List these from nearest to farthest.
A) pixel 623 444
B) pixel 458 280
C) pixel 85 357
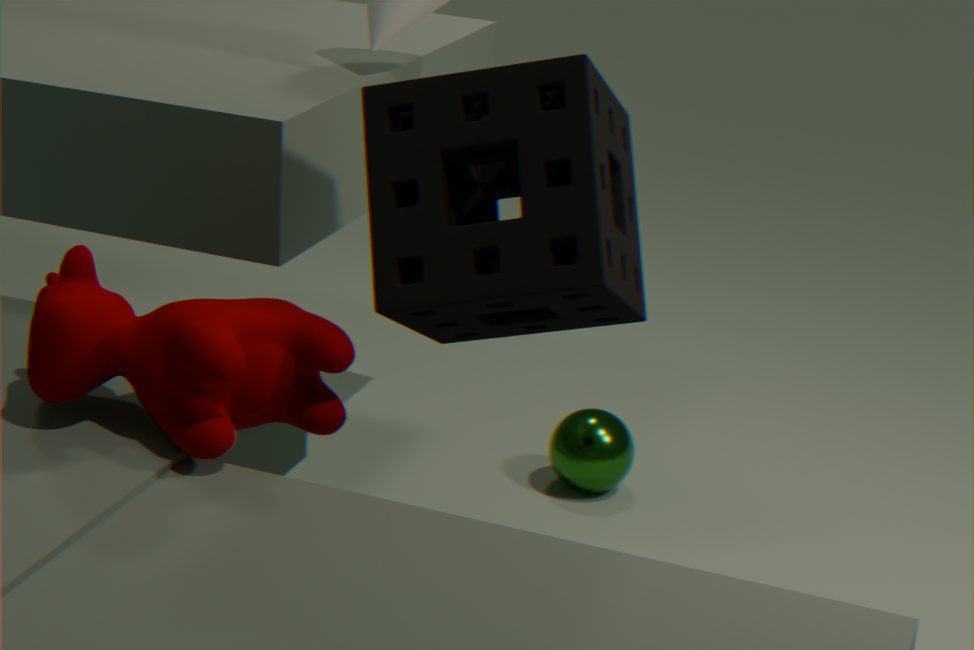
1. pixel 85 357
2. pixel 458 280
3. pixel 623 444
